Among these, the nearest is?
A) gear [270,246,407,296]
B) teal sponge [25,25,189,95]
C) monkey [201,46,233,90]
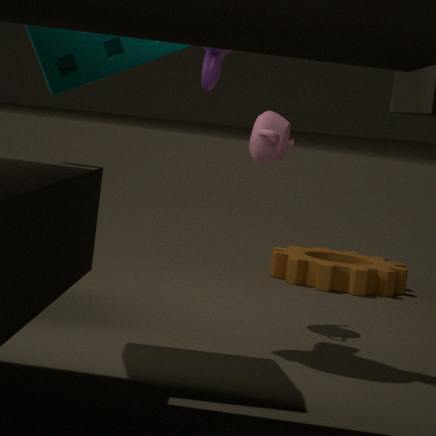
teal sponge [25,25,189,95]
